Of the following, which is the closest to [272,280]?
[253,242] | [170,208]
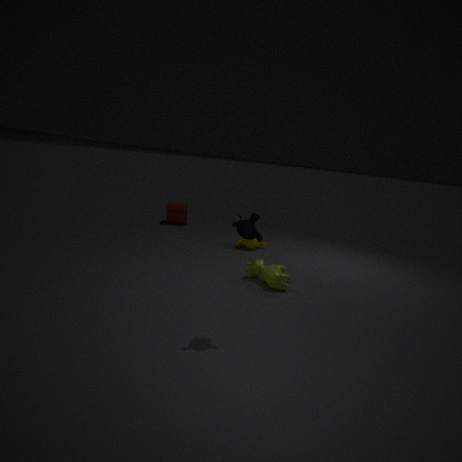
[253,242]
